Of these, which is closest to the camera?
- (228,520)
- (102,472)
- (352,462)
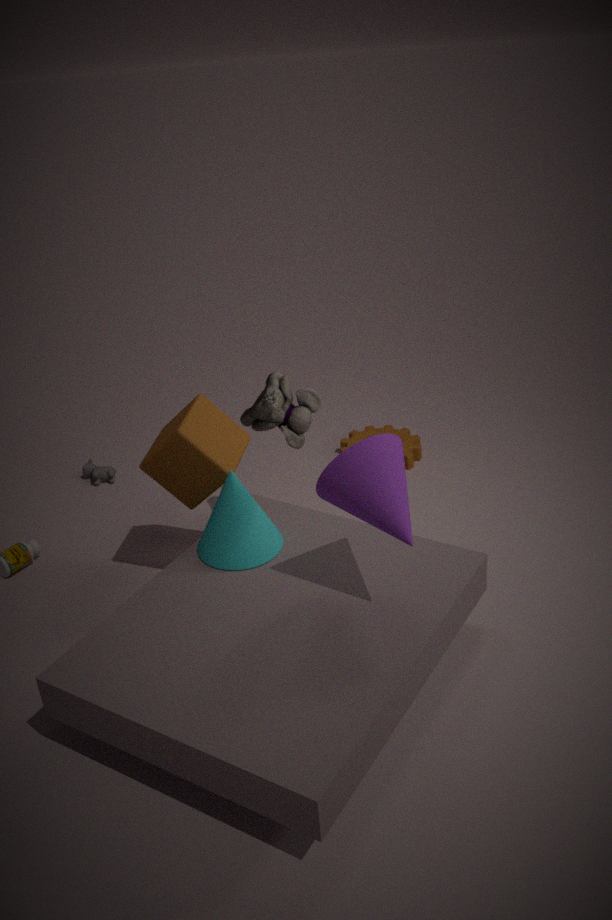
(352,462)
